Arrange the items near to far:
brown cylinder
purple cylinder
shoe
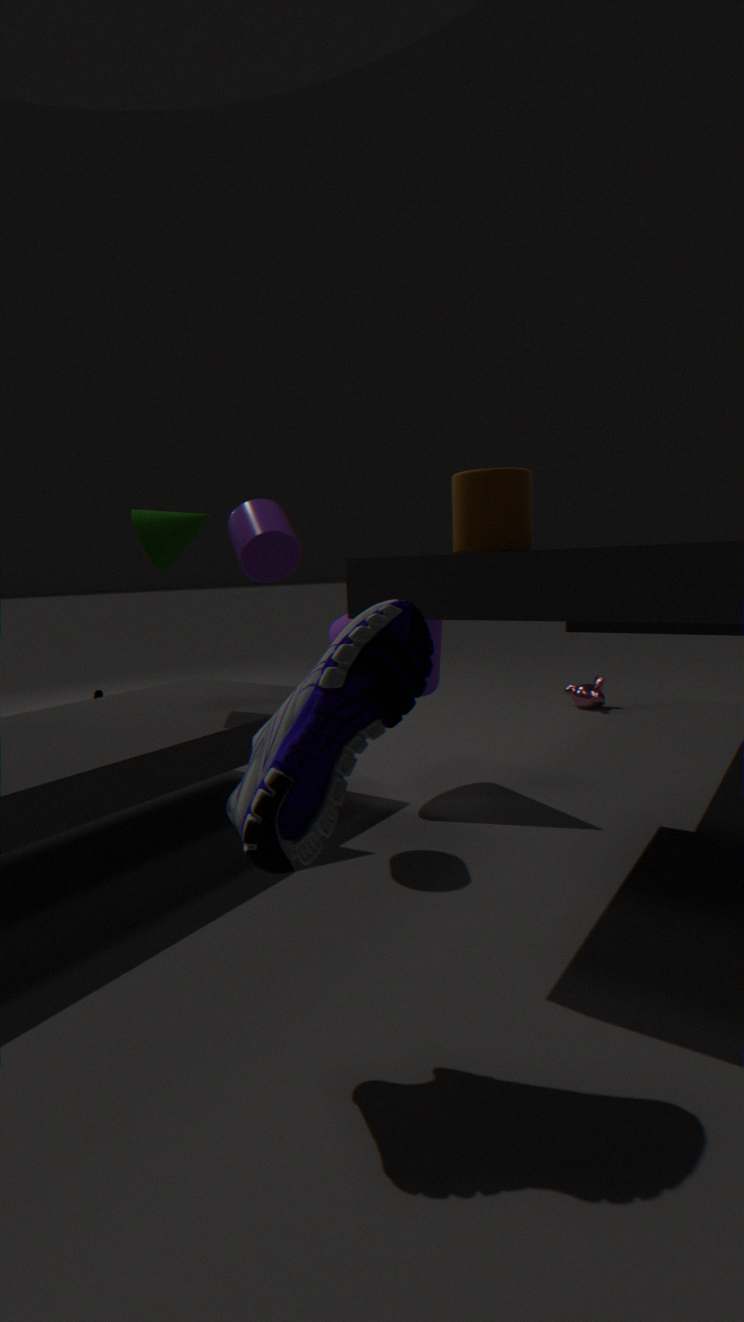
1. shoe
2. brown cylinder
3. purple cylinder
